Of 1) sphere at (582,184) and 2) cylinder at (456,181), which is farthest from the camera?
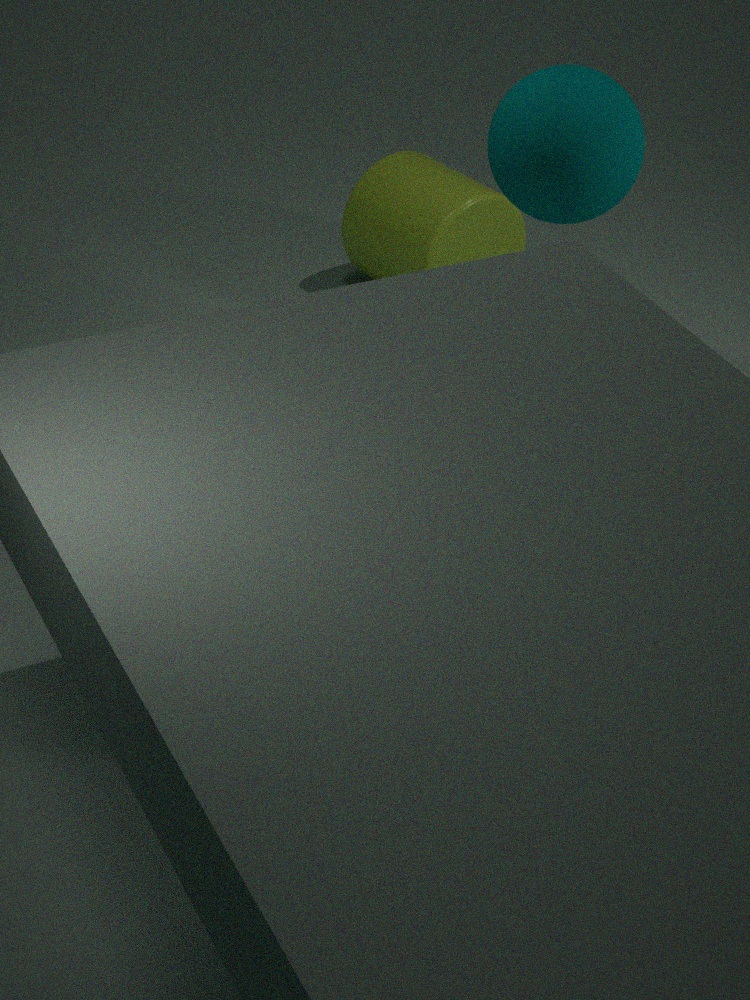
2. cylinder at (456,181)
